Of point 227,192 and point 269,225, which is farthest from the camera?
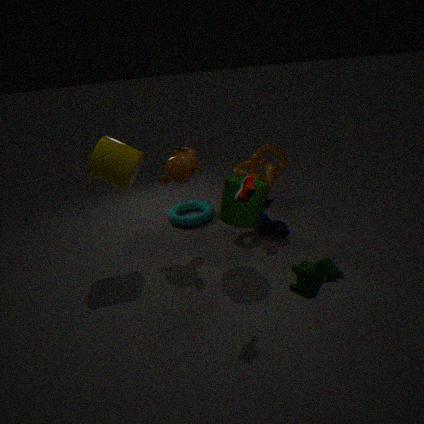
point 269,225
